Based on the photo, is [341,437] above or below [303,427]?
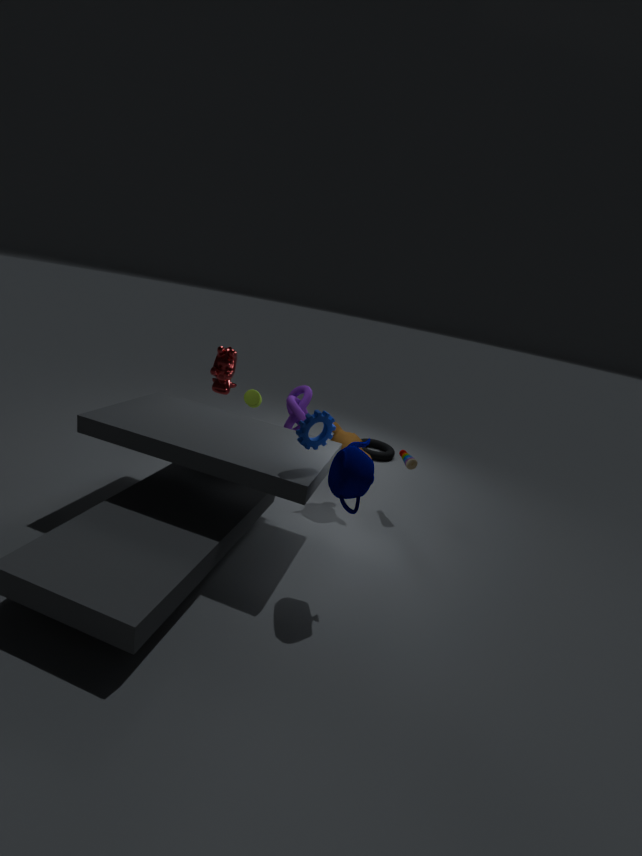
below
